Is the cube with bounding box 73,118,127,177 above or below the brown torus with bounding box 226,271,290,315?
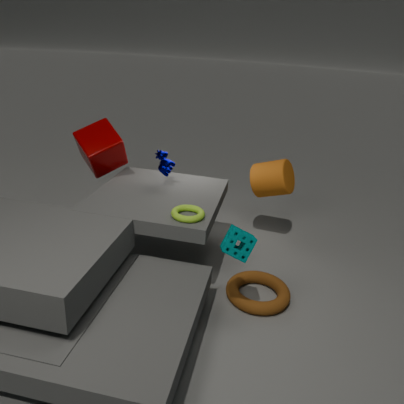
above
